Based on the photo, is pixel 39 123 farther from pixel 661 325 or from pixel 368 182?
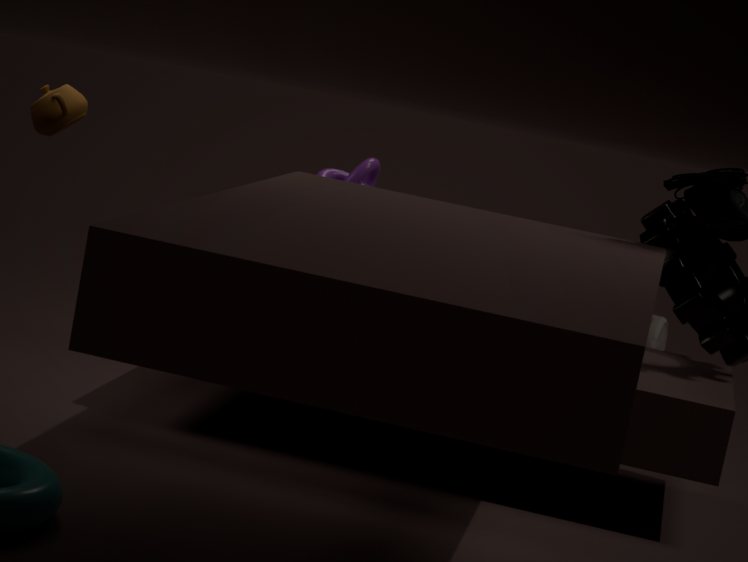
pixel 661 325
